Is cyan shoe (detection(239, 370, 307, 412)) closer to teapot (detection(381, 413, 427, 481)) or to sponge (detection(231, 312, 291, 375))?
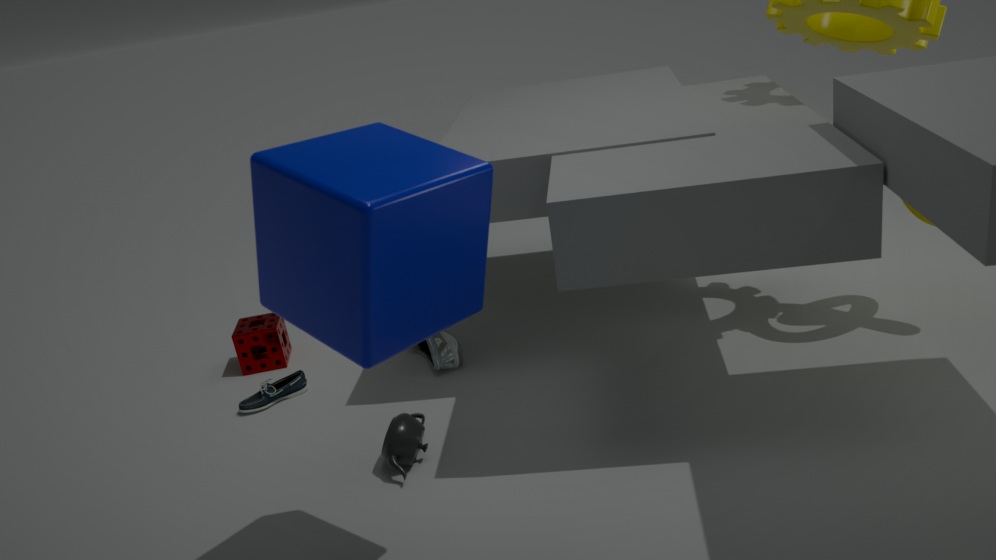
sponge (detection(231, 312, 291, 375))
